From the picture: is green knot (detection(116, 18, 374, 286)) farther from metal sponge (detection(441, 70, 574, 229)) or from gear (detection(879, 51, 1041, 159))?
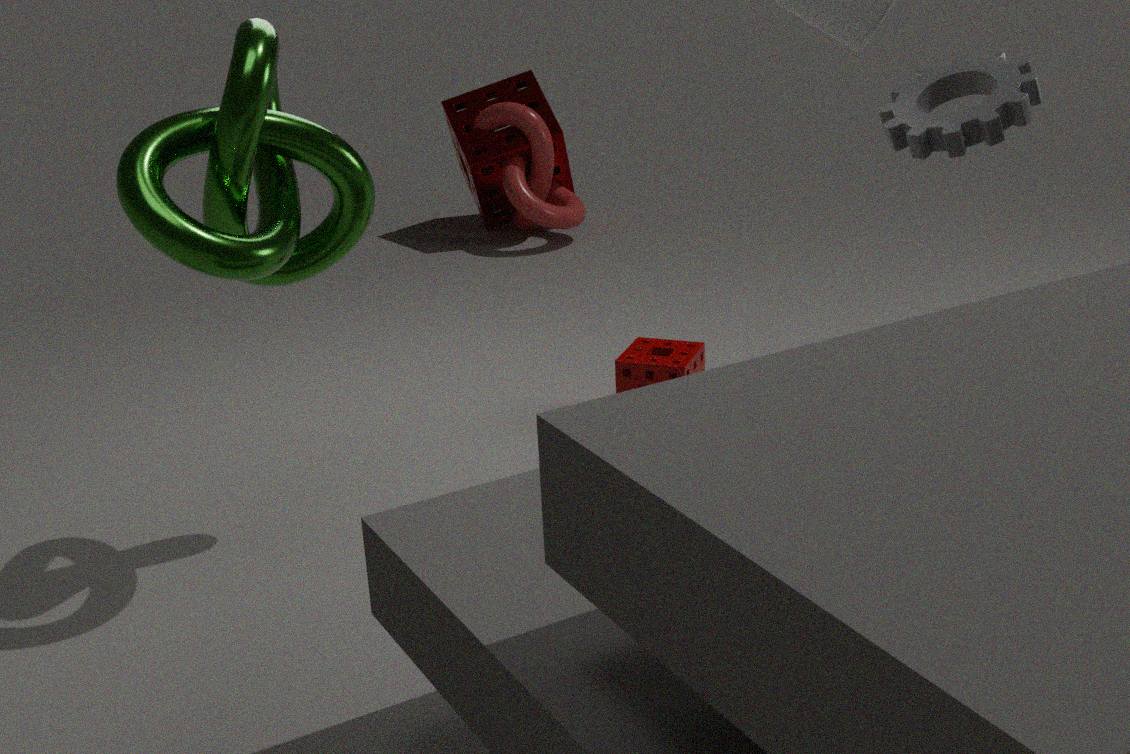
metal sponge (detection(441, 70, 574, 229))
